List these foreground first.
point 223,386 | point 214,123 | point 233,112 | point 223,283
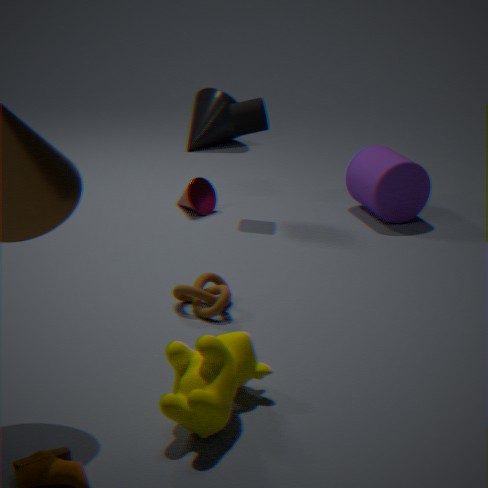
point 223,386 → point 223,283 → point 233,112 → point 214,123
